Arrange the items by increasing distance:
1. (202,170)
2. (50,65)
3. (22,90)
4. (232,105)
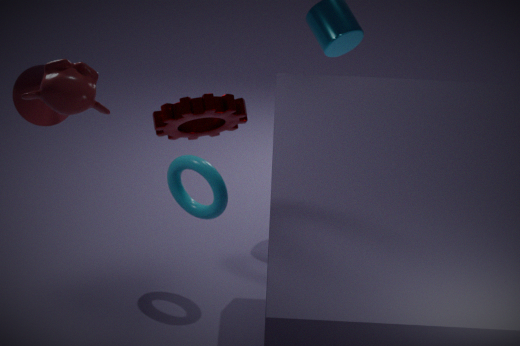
(232,105)
(50,65)
(22,90)
(202,170)
